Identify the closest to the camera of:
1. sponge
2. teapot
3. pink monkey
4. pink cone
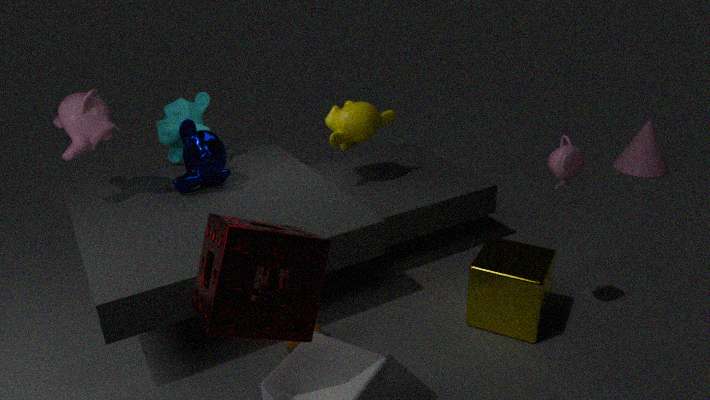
sponge
